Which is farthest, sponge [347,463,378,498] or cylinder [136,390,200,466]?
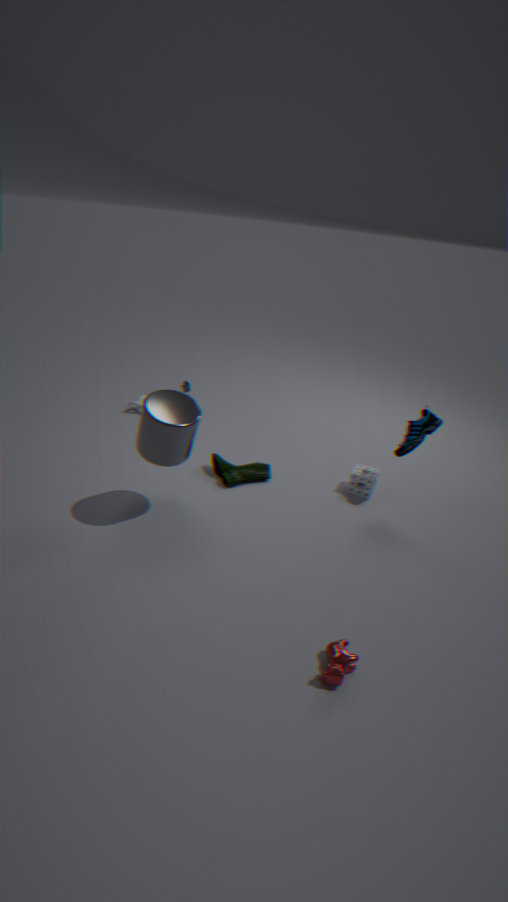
sponge [347,463,378,498]
